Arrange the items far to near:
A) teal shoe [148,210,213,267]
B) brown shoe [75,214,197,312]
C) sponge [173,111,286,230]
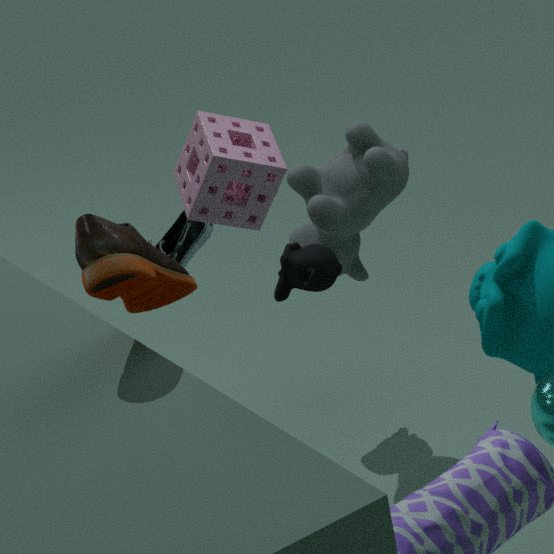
teal shoe [148,210,213,267] < sponge [173,111,286,230] < brown shoe [75,214,197,312]
